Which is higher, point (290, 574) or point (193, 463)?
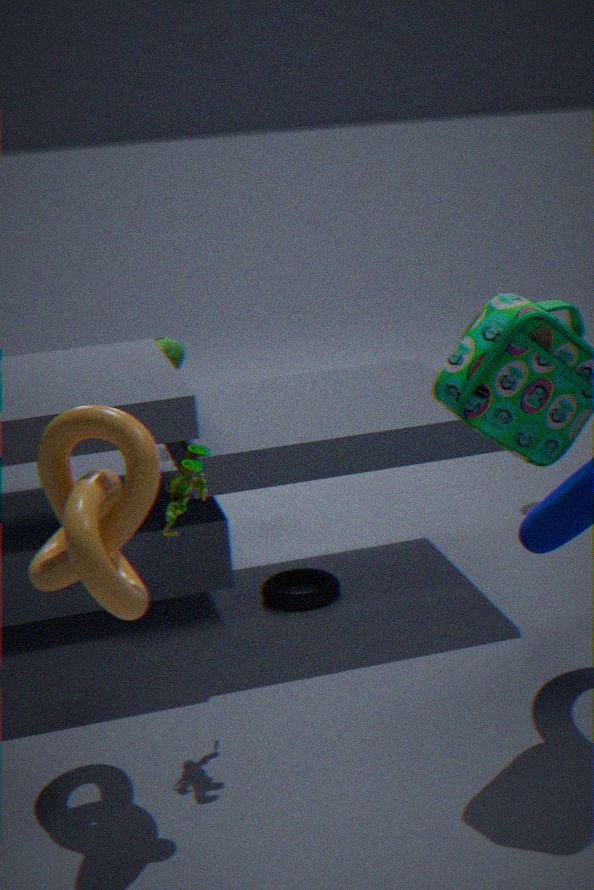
point (193, 463)
